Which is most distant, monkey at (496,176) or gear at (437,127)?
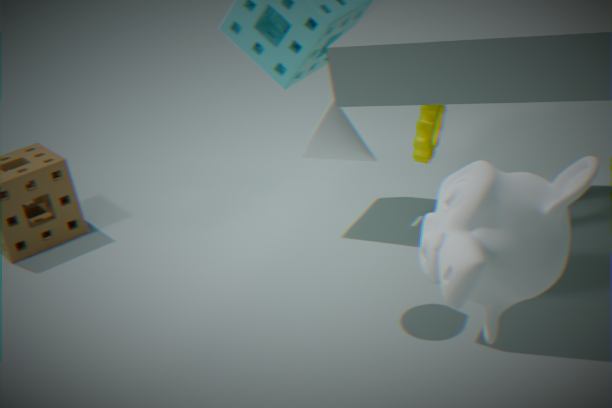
gear at (437,127)
